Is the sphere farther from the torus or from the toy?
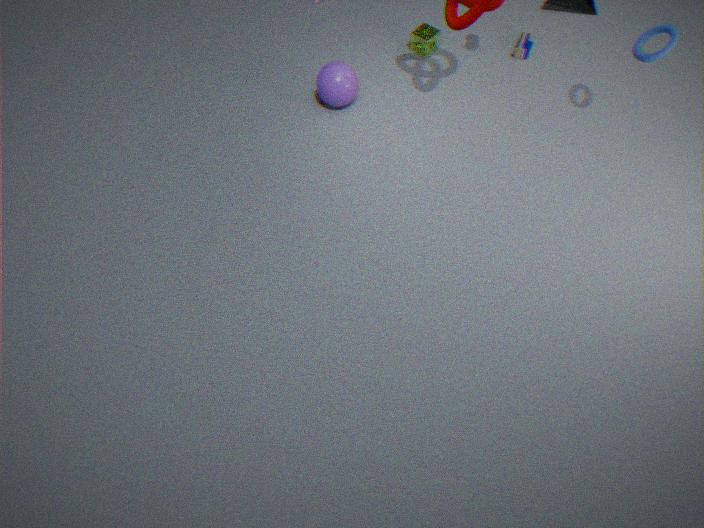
the torus
